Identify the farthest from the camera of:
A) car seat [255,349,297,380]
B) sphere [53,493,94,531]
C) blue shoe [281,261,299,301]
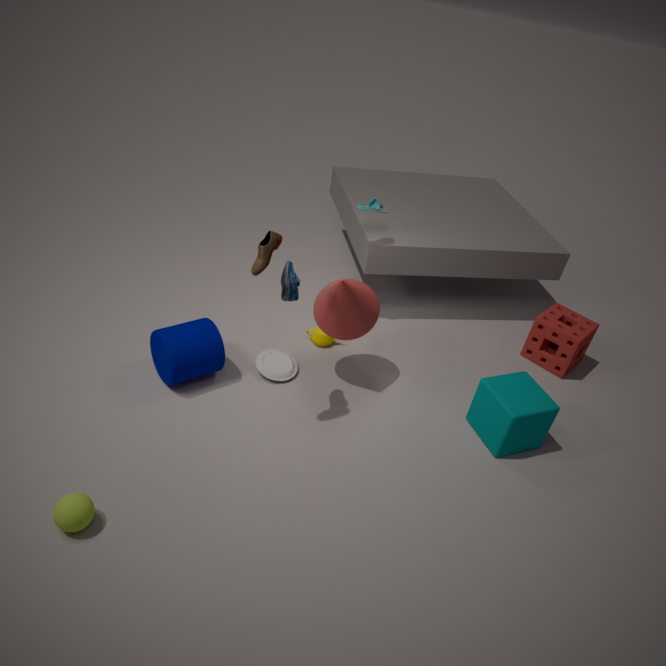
car seat [255,349,297,380]
